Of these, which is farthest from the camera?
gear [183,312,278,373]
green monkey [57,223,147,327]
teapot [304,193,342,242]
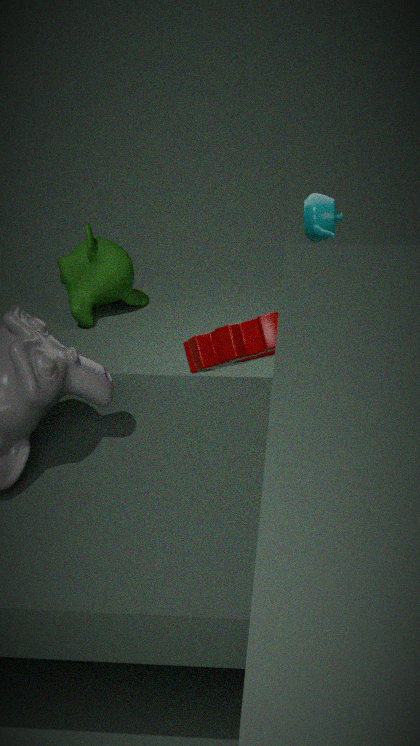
green monkey [57,223,147,327]
